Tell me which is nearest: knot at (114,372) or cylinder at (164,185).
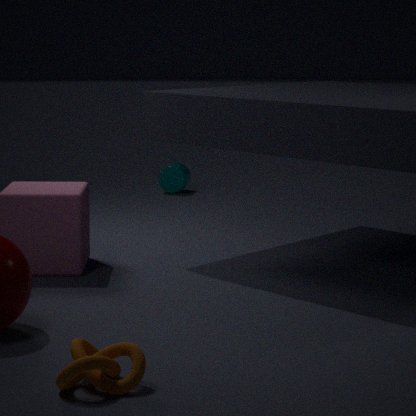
knot at (114,372)
